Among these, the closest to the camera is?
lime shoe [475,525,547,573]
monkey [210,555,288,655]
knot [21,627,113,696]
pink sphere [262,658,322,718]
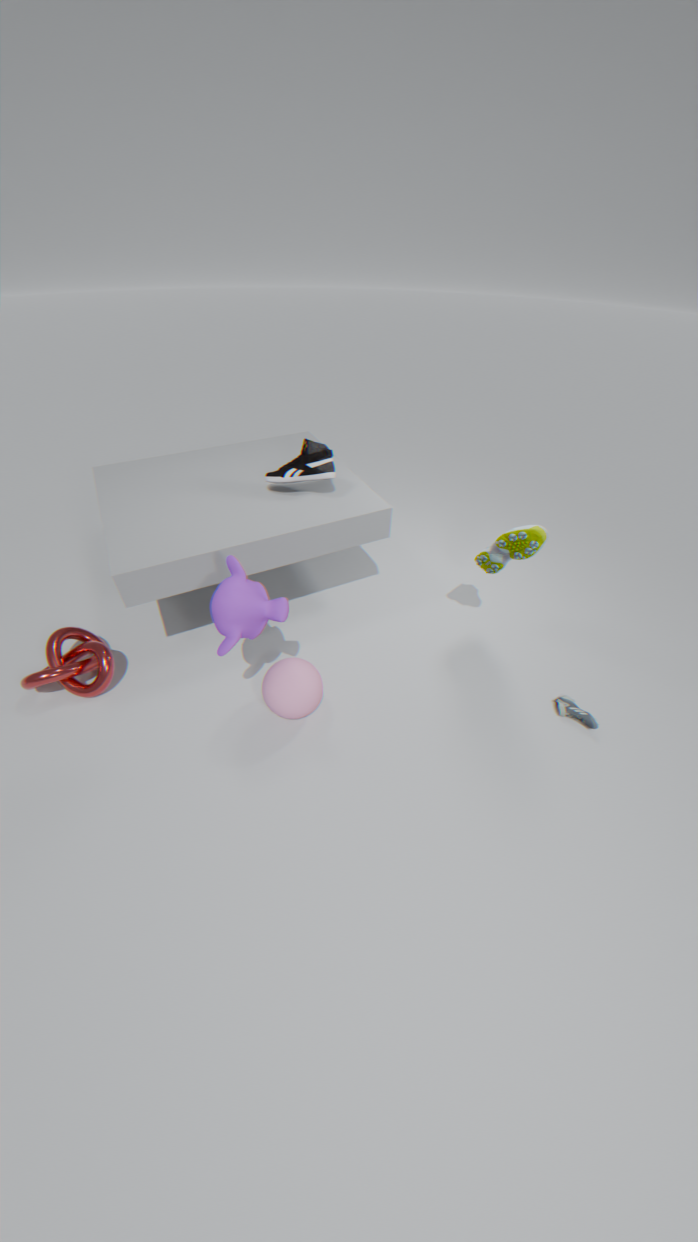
monkey [210,555,288,655]
